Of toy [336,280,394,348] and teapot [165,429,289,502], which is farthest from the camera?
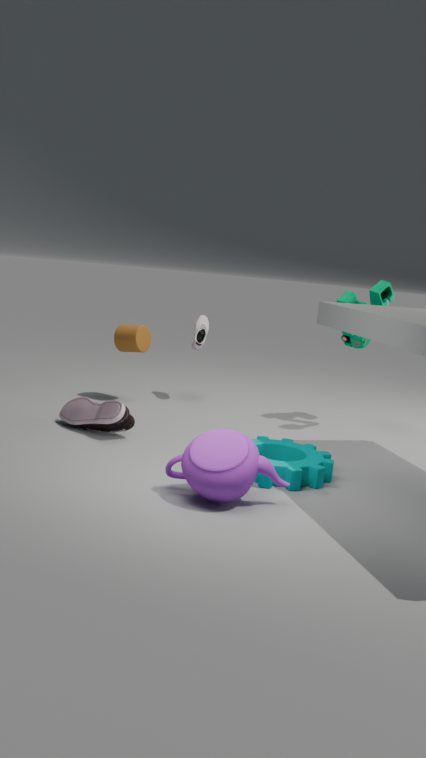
toy [336,280,394,348]
